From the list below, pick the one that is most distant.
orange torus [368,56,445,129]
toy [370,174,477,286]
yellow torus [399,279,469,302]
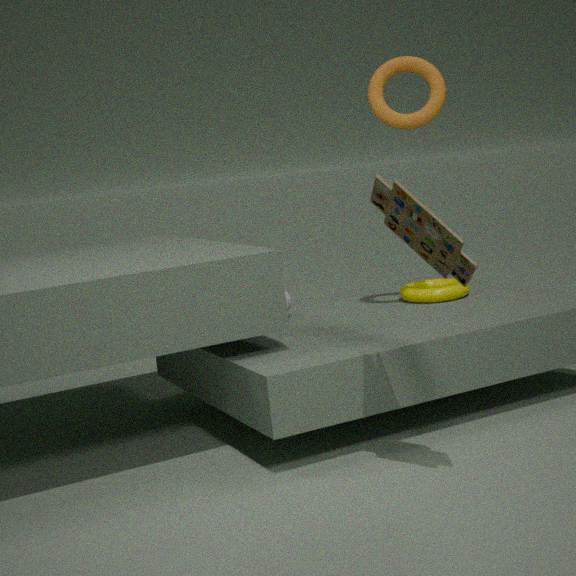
yellow torus [399,279,469,302]
